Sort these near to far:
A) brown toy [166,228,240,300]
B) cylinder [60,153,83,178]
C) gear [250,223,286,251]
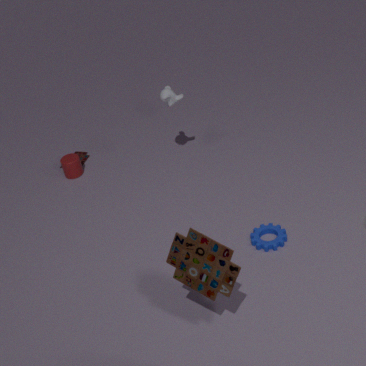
brown toy [166,228,240,300] < gear [250,223,286,251] < cylinder [60,153,83,178]
